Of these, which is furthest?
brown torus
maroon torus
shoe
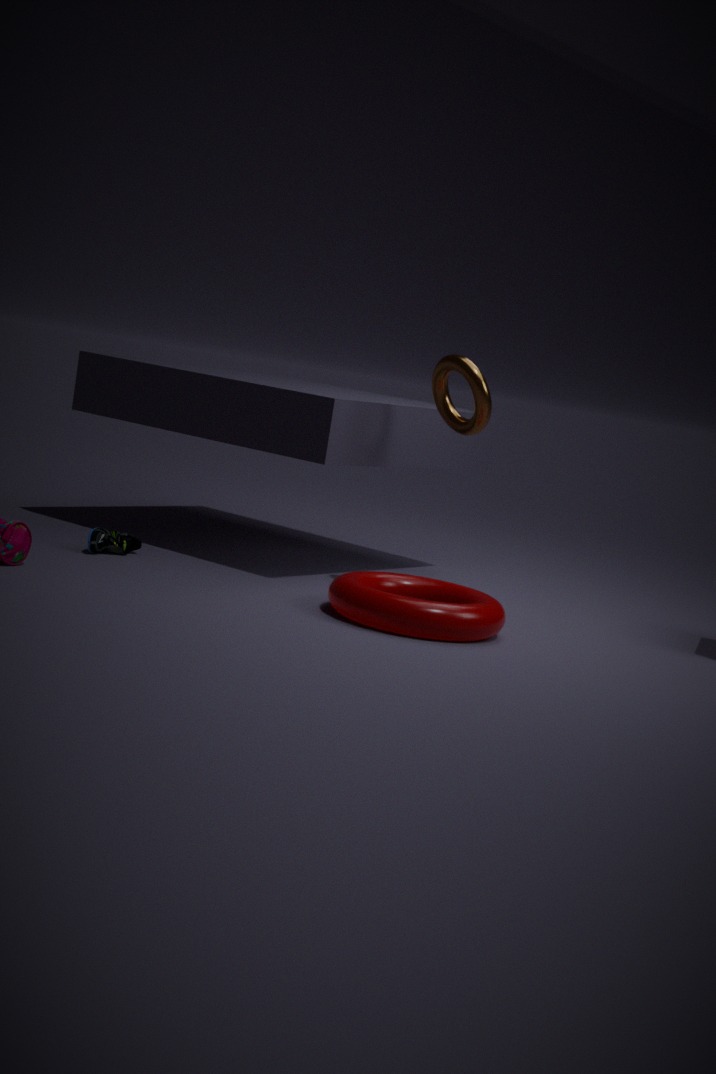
shoe
